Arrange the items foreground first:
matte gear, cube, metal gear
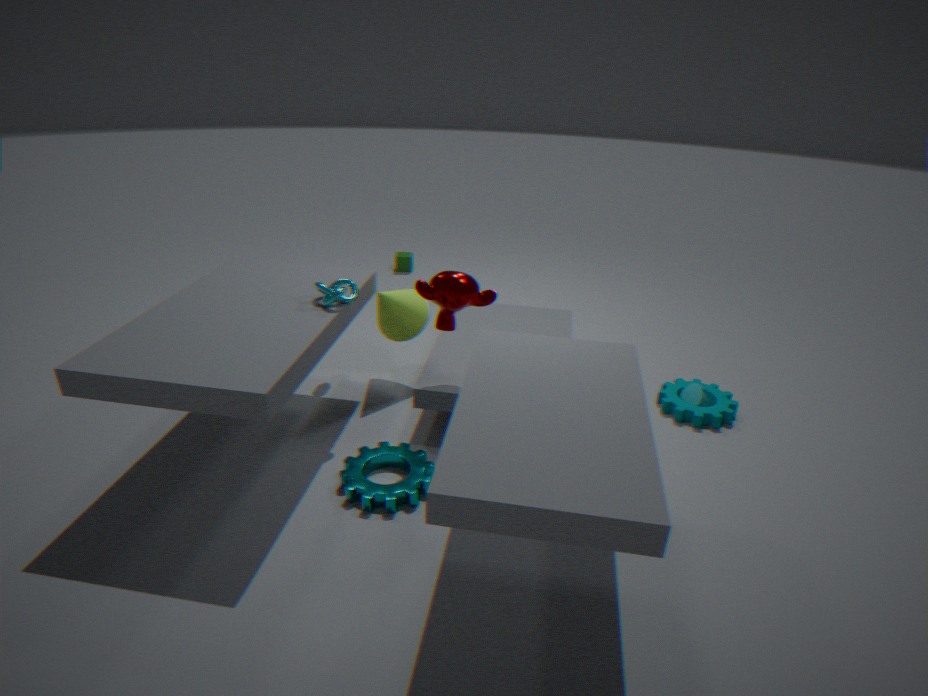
1. metal gear
2. matte gear
3. cube
